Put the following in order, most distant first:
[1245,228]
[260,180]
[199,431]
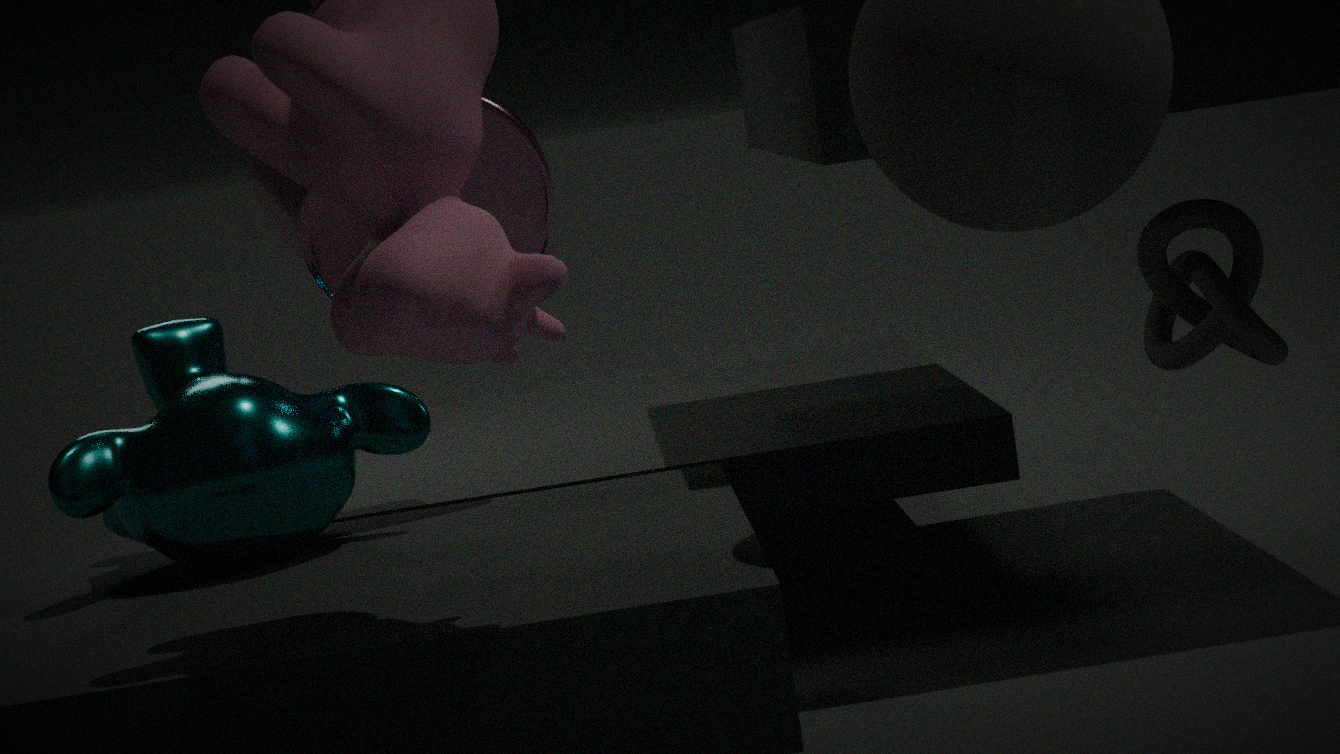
[260,180]
[1245,228]
[199,431]
